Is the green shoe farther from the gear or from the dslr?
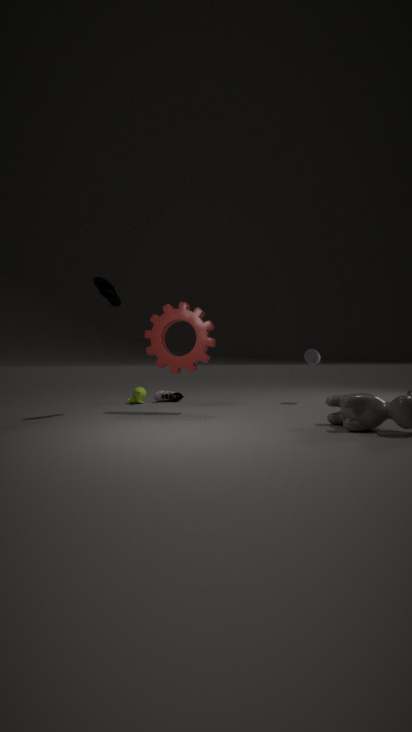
the dslr
